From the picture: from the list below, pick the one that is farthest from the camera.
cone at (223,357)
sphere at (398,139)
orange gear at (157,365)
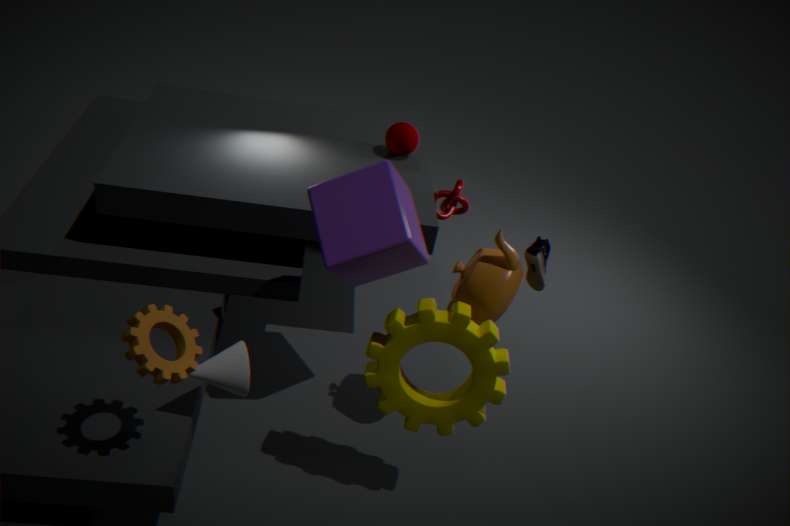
sphere at (398,139)
